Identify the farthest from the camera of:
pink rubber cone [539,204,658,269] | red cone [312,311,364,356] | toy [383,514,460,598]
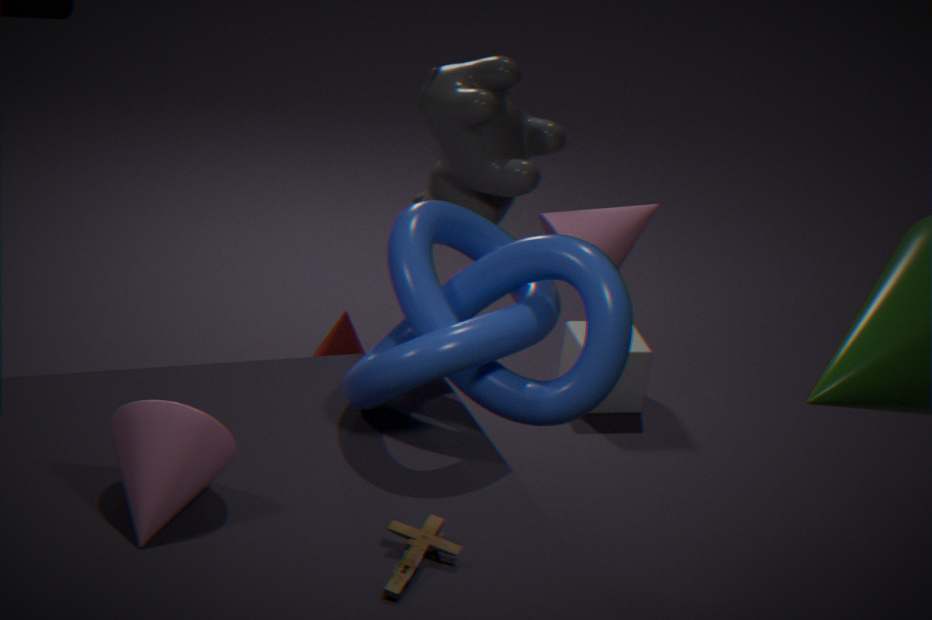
red cone [312,311,364,356]
